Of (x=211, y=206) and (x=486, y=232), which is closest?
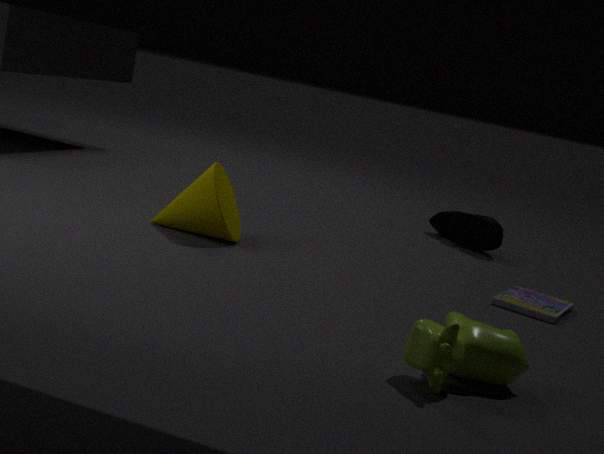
(x=211, y=206)
